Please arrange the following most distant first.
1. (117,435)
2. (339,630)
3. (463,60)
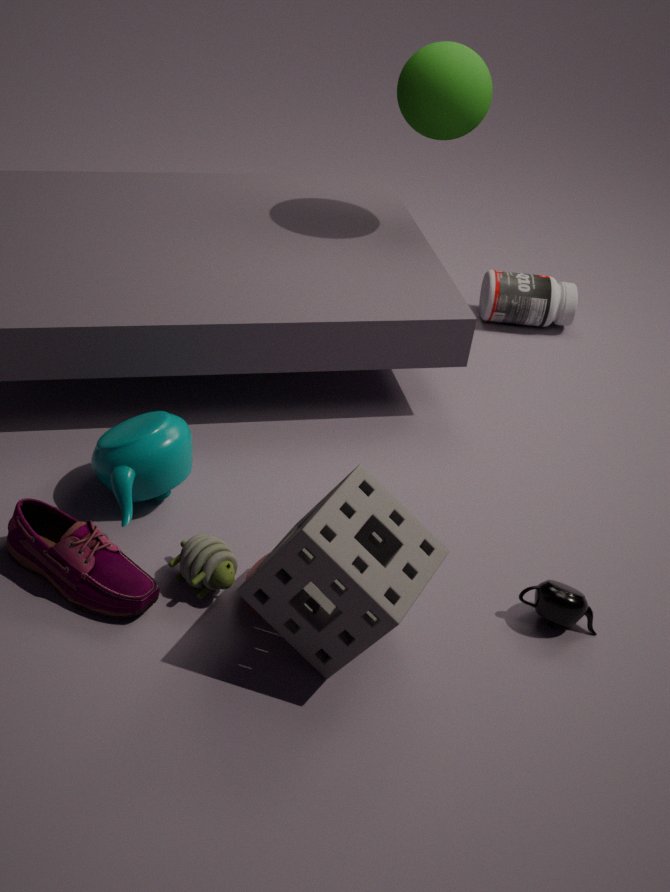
(463,60), (117,435), (339,630)
